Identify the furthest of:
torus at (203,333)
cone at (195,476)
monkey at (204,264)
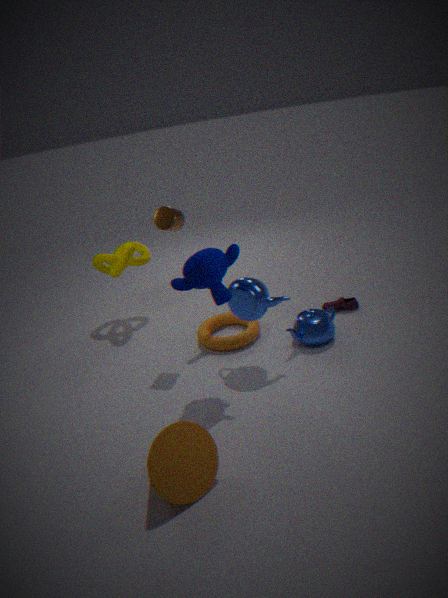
torus at (203,333)
